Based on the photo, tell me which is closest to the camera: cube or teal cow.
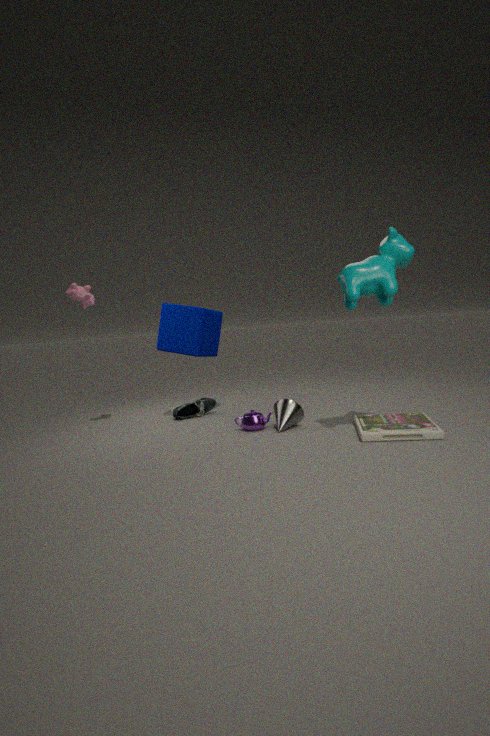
teal cow
